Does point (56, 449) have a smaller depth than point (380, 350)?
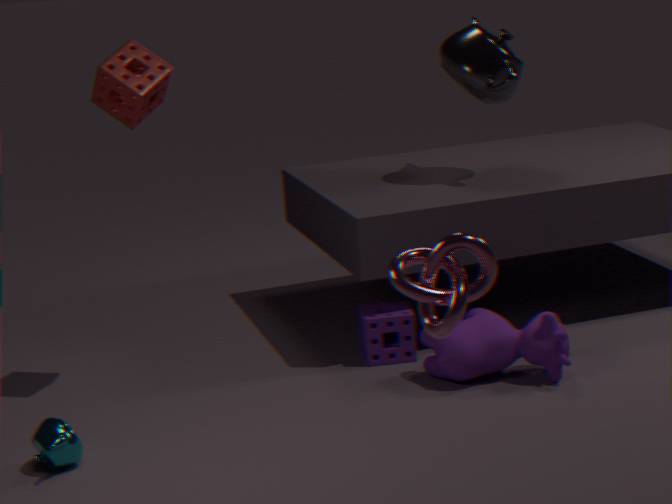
Yes
